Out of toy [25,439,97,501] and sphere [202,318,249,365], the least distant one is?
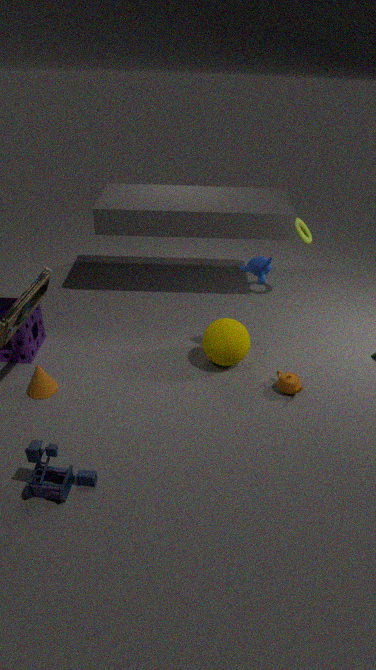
toy [25,439,97,501]
